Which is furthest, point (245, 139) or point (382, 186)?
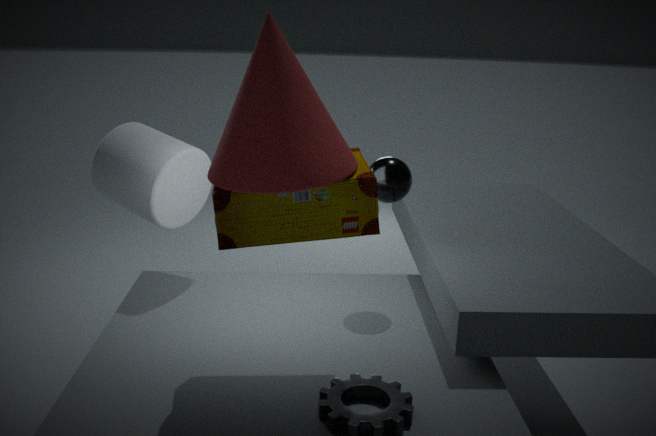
point (382, 186)
